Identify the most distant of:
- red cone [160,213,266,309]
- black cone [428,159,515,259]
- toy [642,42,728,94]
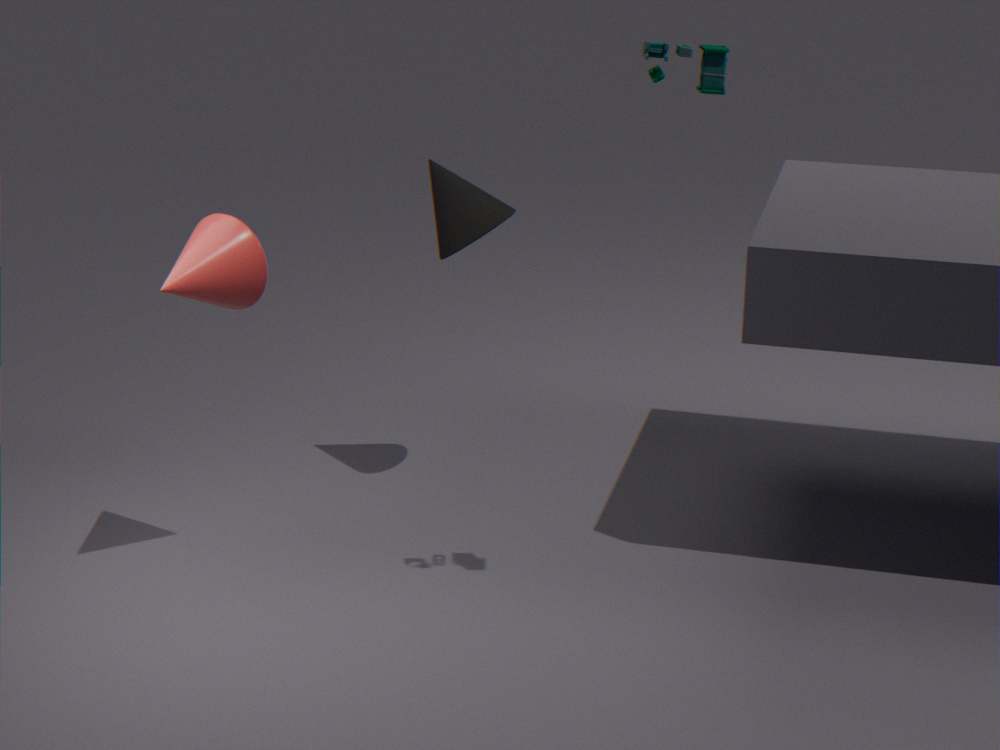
black cone [428,159,515,259]
